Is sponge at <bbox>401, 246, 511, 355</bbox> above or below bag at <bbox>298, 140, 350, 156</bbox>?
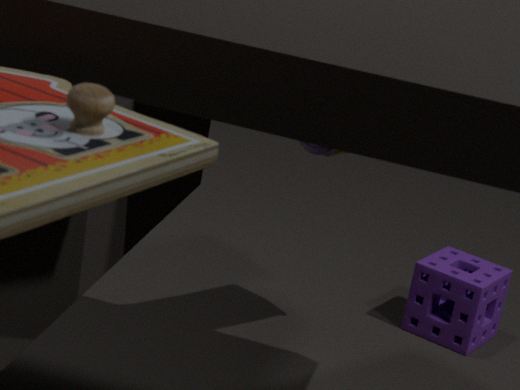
below
